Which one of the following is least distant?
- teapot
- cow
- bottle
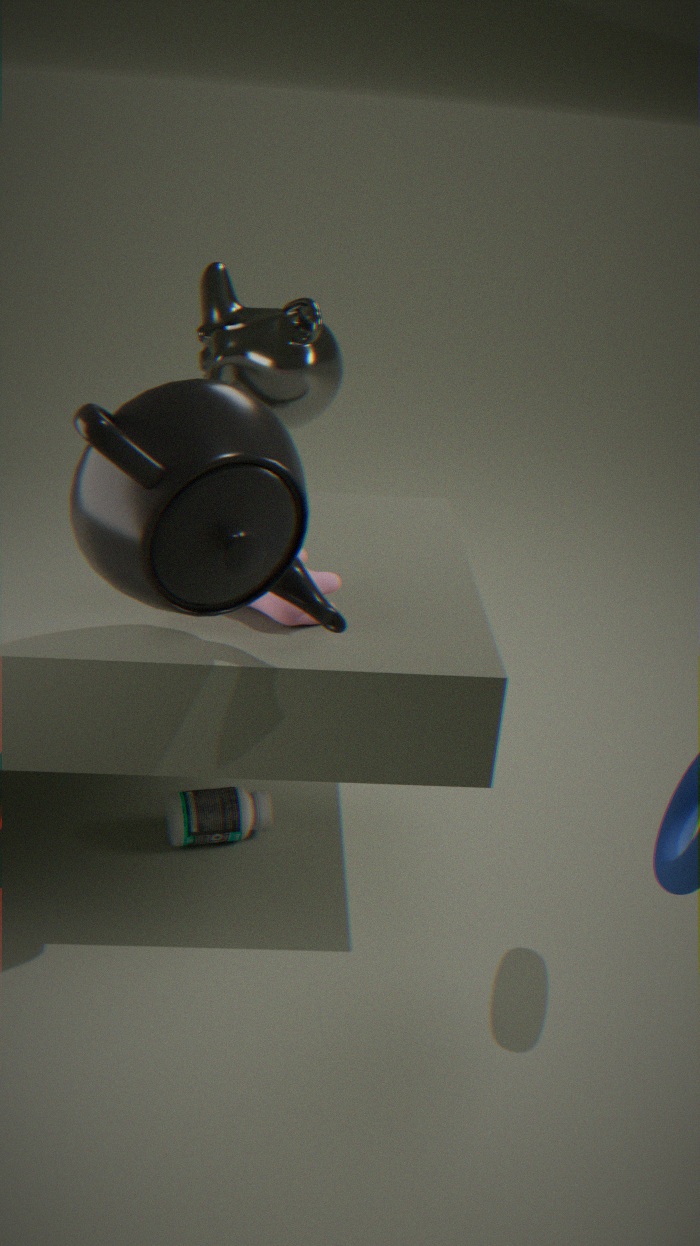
teapot
